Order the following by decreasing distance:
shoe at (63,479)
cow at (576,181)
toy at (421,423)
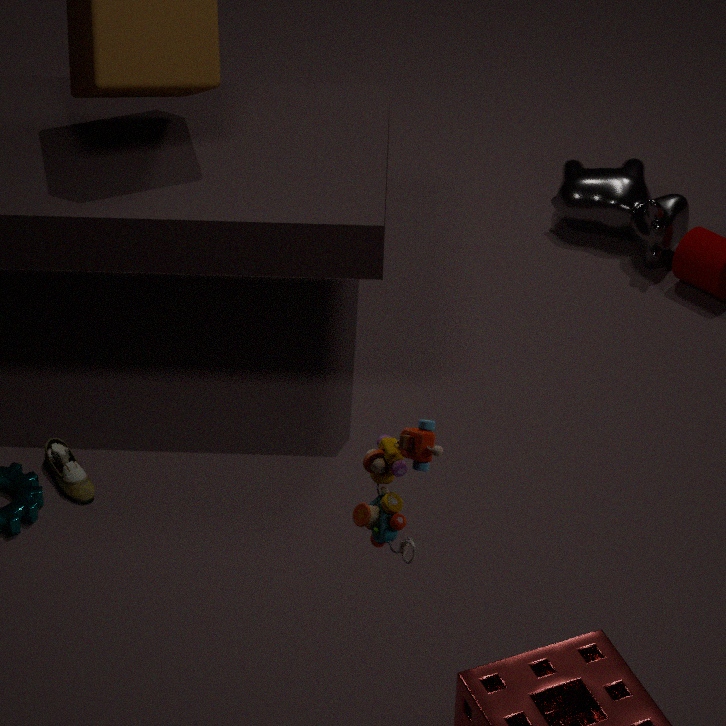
cow at (576,181) < shoe at (63,479) < toy at (421,423)
